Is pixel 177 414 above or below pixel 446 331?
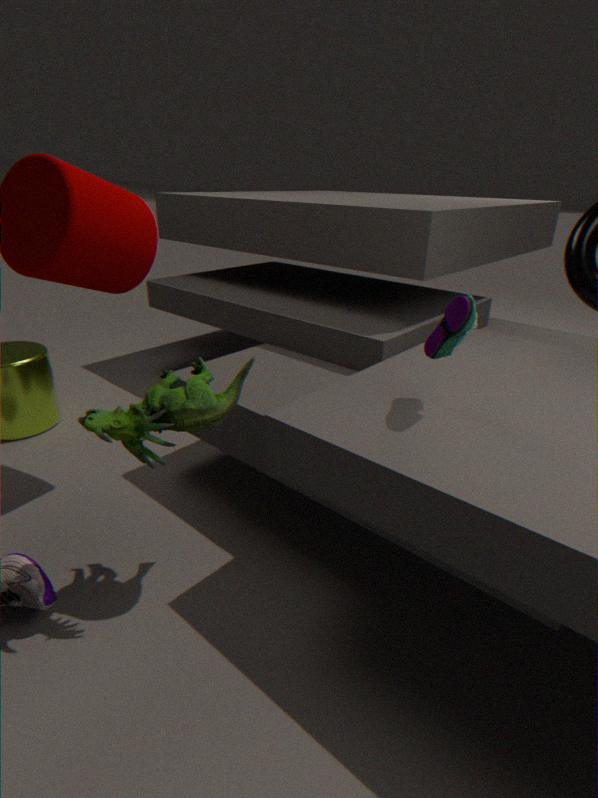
below
